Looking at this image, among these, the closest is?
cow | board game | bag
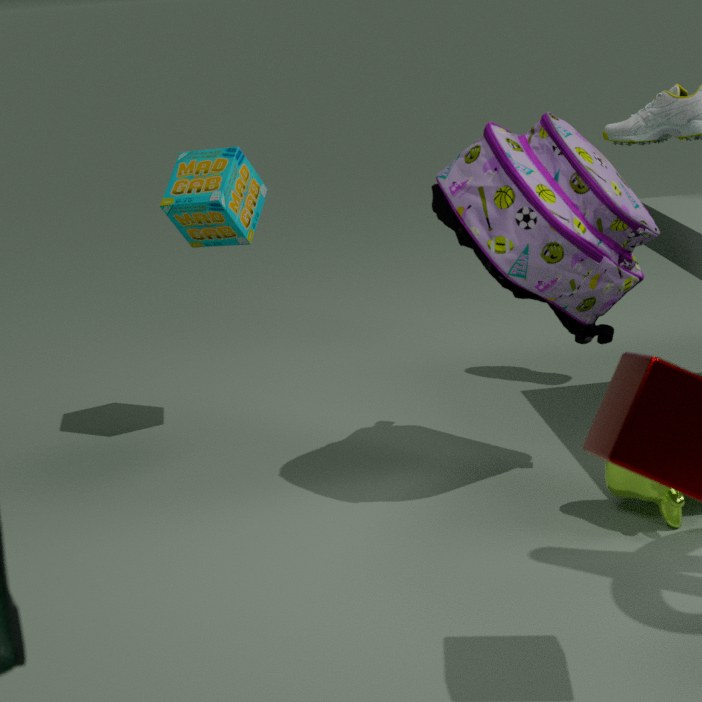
cow
